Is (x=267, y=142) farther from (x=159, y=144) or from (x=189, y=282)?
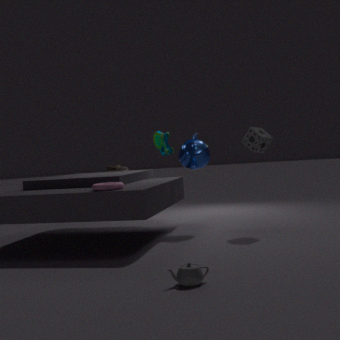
(x=189, y=282)
